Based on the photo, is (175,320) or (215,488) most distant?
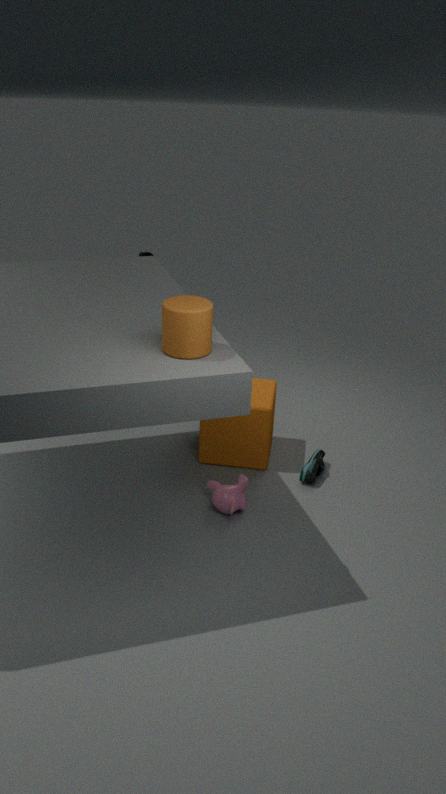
(215,488)
